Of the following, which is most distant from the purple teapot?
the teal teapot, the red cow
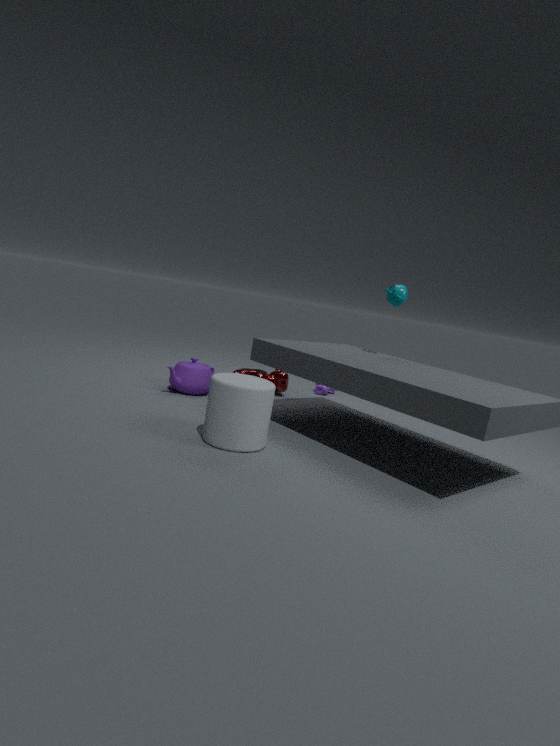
the teal teapot
